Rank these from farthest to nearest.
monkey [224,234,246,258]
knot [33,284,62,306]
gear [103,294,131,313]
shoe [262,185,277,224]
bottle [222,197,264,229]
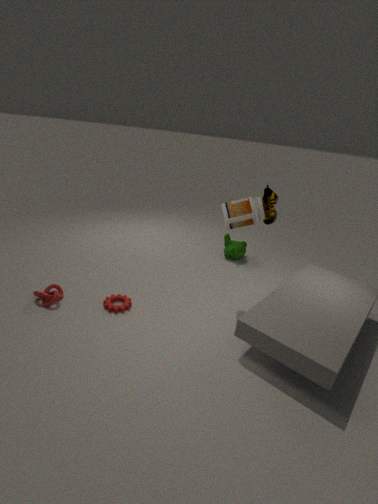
monkey [224,234,246,258] → shoe [262,185,277,224] → gear [103,294,131,313] → bottle [222,197,264,229] → knot [33,284,62,306]
